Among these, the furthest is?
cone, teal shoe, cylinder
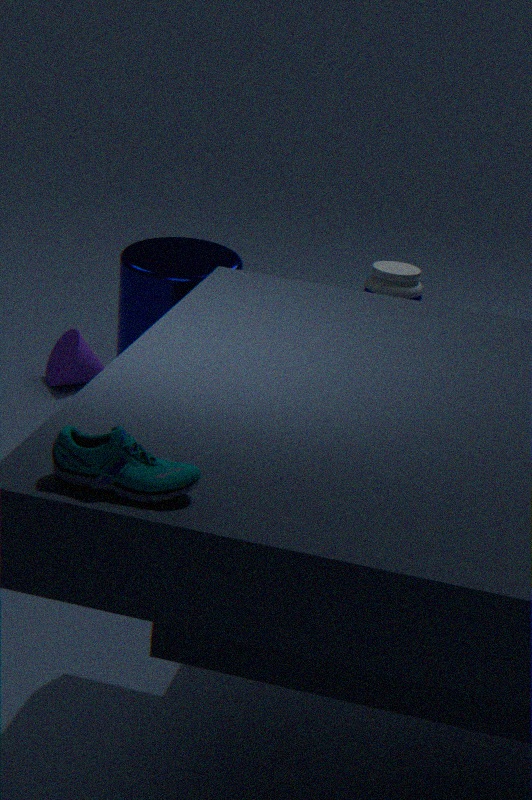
cone
